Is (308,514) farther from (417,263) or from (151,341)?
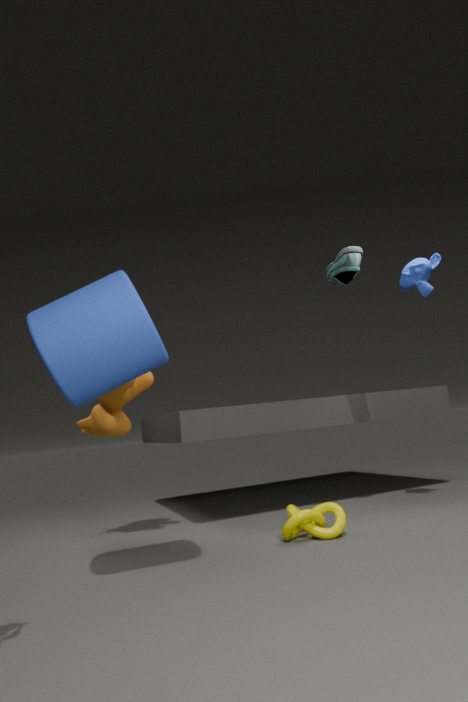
(417,263)
